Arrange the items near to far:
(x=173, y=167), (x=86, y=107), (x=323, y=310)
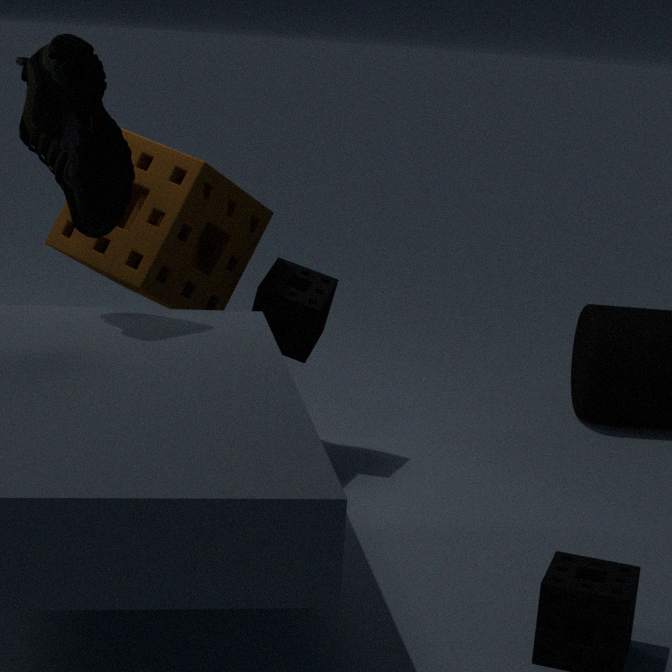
(x=86, y=107), (x=173, y=167), (x=323, y=310)
